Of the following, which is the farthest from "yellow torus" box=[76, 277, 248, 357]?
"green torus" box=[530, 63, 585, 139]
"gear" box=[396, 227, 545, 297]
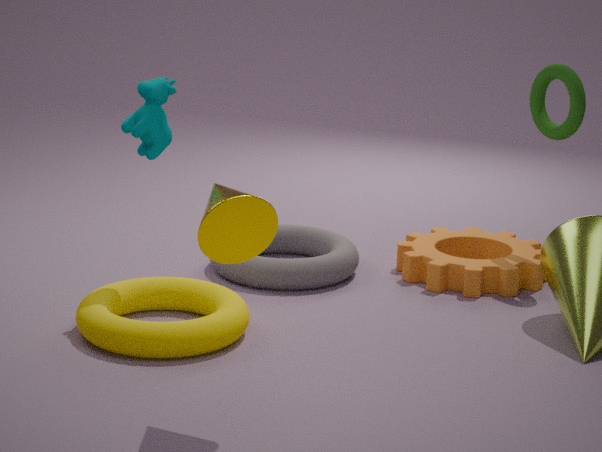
"green torus" box=[530, 63, 585, 139]
